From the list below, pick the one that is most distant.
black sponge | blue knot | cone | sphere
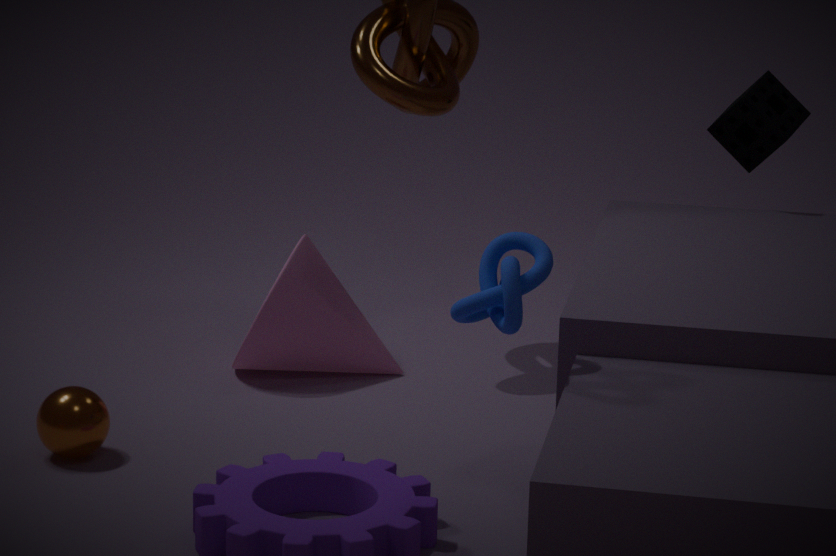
black sponge
